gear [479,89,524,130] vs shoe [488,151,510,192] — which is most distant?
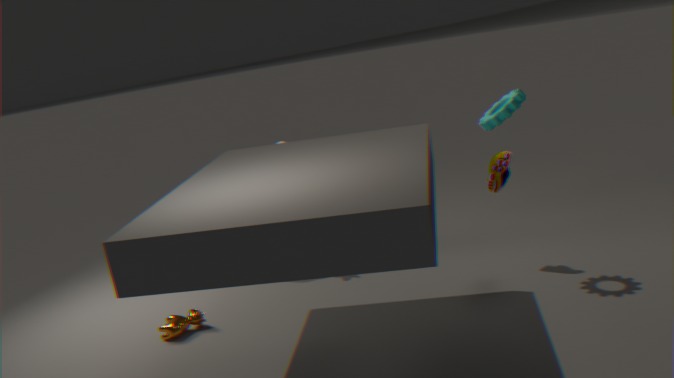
shoe [488,151,510,192]
